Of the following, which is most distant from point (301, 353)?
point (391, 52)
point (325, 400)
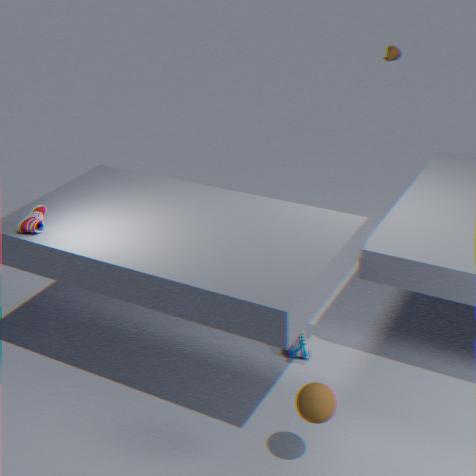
point (391, 52)
